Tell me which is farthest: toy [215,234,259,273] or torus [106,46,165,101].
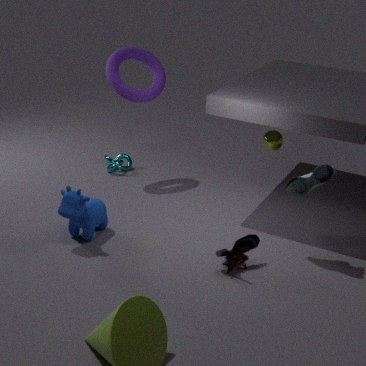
torus [106,46,165,101]
